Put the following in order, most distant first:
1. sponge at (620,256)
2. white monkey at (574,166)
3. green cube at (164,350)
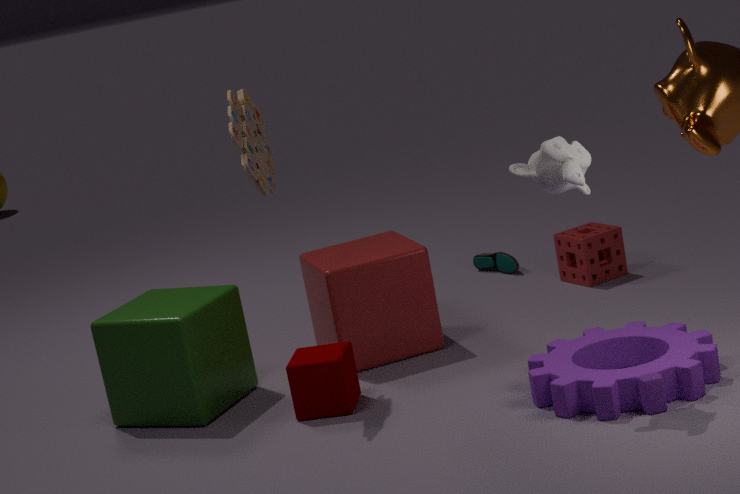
1. sponge at (620,256)
2. green cube at (164,350)
3. white monkey at (574,166)
